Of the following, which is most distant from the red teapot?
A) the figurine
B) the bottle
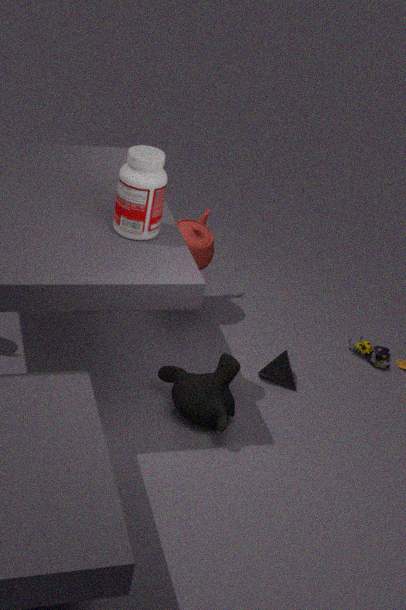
the figurine
